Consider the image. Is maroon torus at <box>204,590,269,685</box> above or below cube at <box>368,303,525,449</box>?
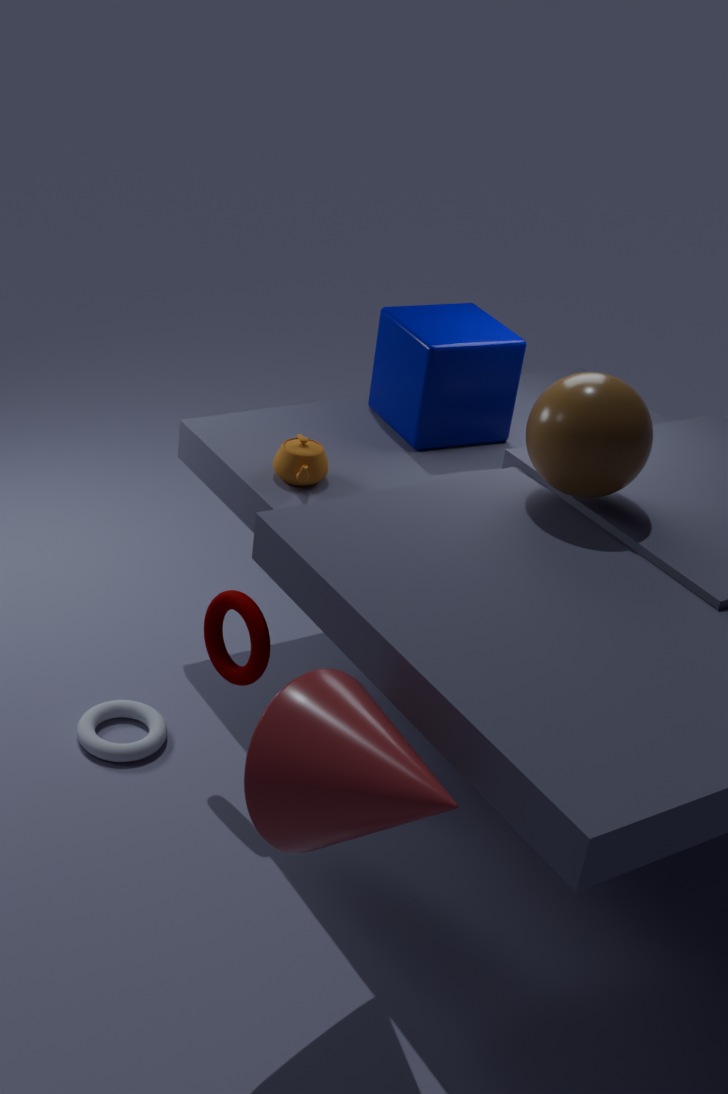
below
